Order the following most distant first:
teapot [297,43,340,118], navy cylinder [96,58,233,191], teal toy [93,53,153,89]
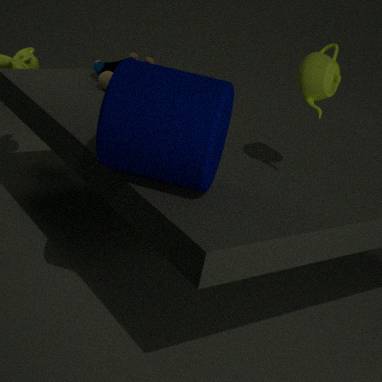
teal toy [93,53,153,89]
teapot [297,43,340,118]
navy cylinder [96,58,233,191]
